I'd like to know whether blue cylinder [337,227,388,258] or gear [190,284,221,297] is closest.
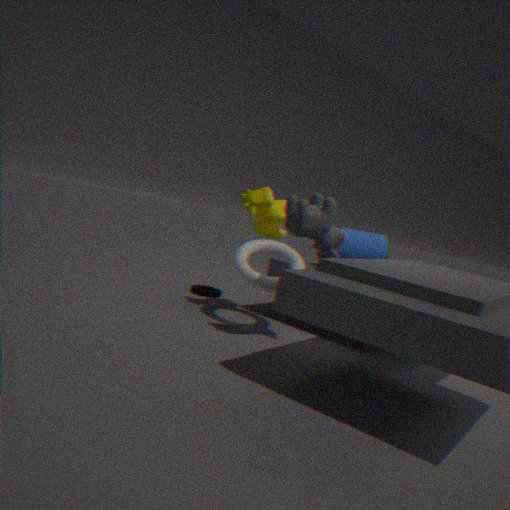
blue cylinder [337,227,388,258]
